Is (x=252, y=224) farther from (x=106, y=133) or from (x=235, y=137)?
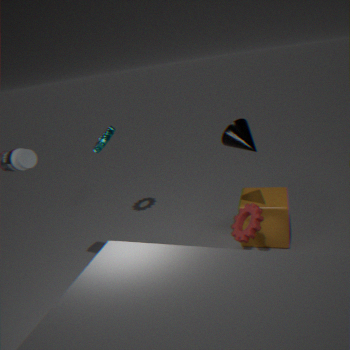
(x=106, y=133)
